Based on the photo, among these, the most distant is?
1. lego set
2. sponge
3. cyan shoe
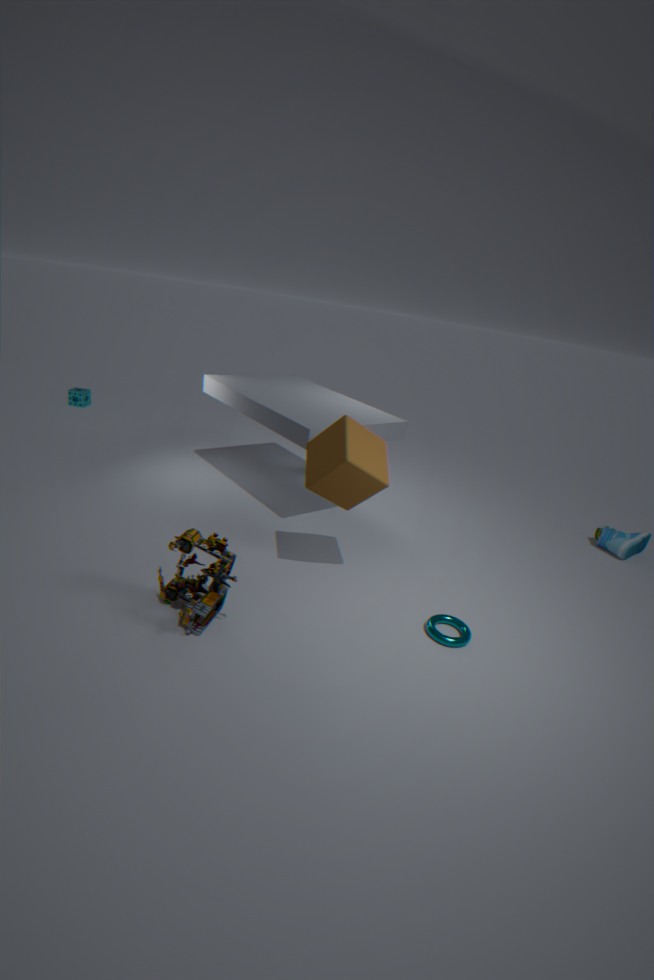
sponge
